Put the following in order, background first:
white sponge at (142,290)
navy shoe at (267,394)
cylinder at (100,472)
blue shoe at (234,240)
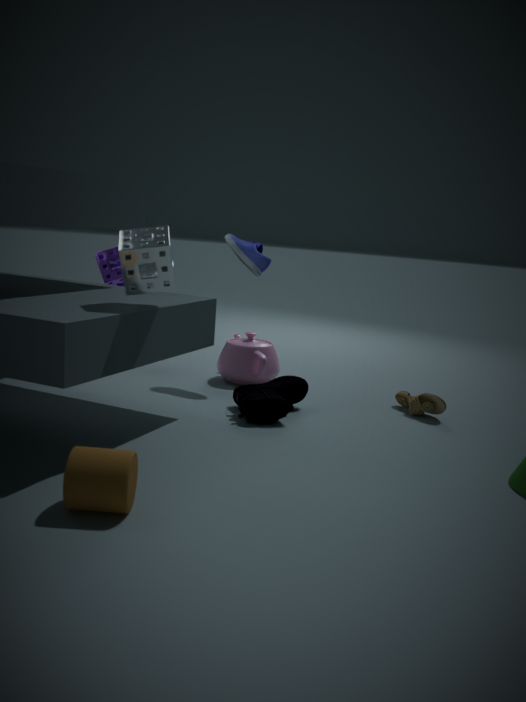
blue shoe at (234,240)
navy shoe at (267,394)
white sponge at (142,290)
cylinder at (100,472)
